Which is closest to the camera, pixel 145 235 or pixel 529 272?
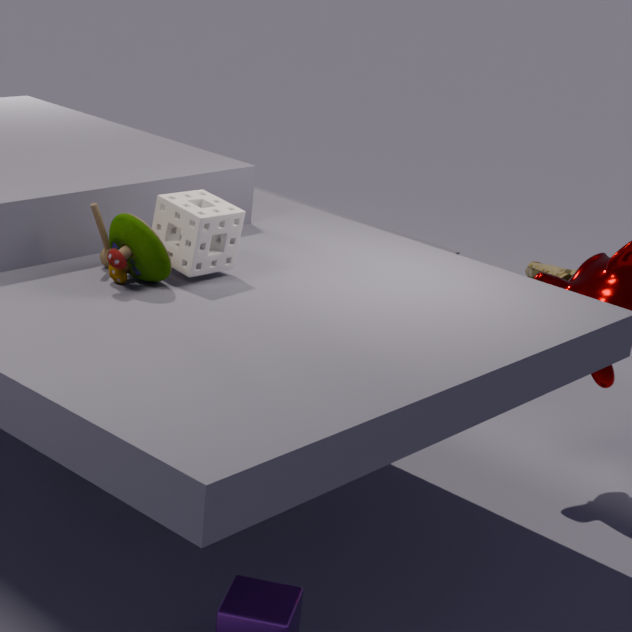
pixel 145 235
